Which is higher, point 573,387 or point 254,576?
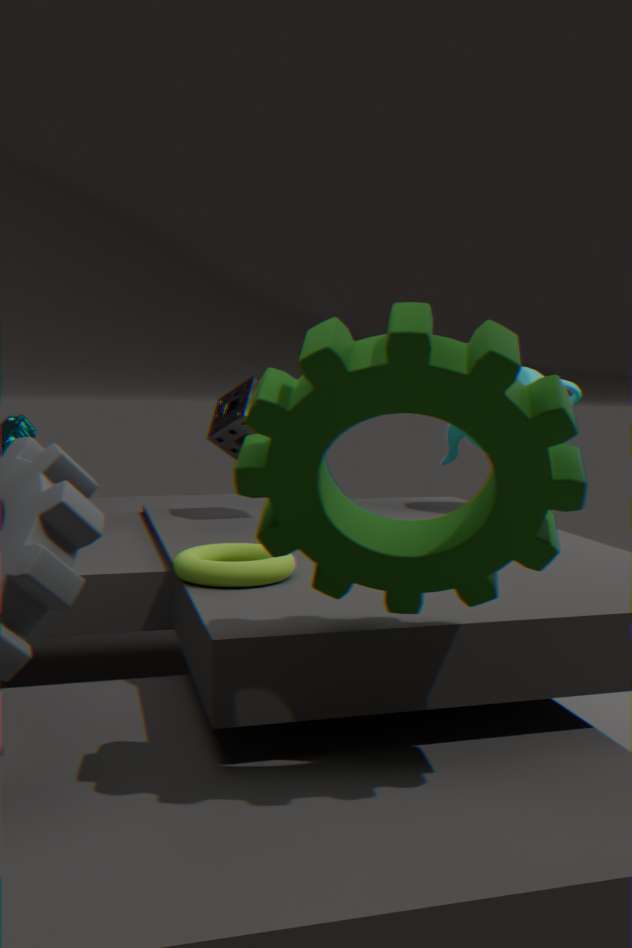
point 573,387
